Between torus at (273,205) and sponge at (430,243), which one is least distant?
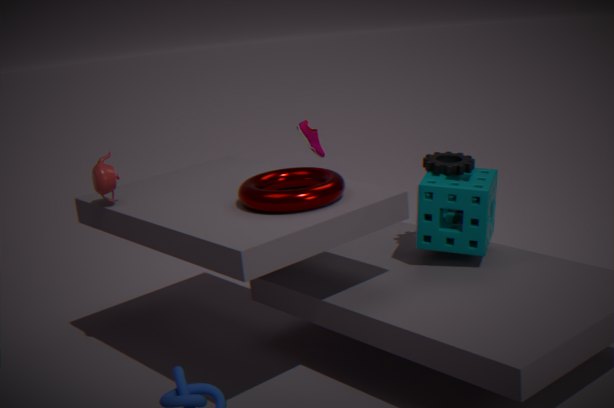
torus at (273,205)
